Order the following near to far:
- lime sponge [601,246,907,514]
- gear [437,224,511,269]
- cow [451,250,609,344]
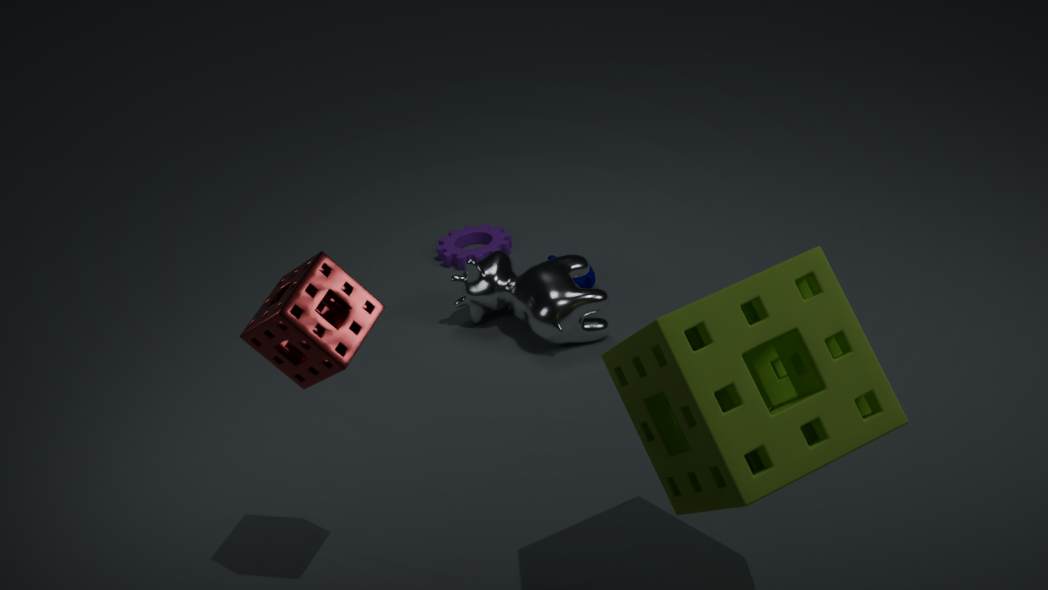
lime sponge [601,246,907,514] < cow [451,250,609,344] < gear [437,224,511,269]
